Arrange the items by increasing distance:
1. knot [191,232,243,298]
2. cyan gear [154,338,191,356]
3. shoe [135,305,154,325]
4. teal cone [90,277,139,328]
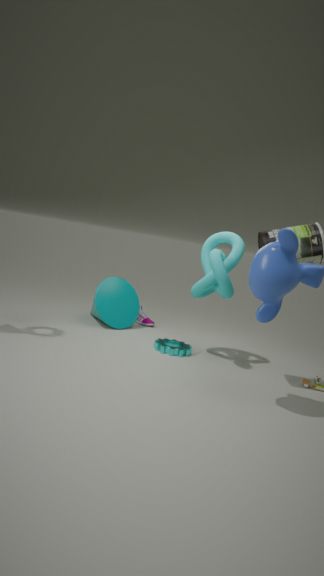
1. knot [191,232,243,298]
2. cyan gear [154,338,191,356]
3. teal cone [90,277,139,328]
4. shoe [135,305,154,325]
